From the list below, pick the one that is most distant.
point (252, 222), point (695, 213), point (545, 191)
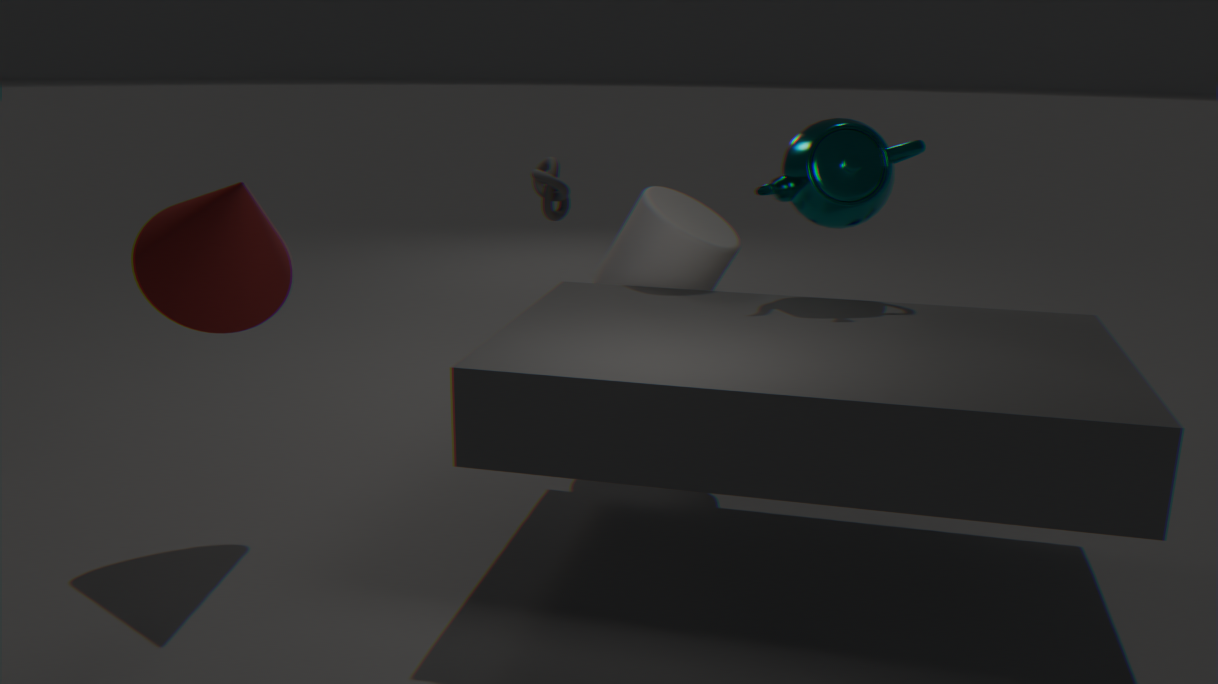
point (545, 191)
